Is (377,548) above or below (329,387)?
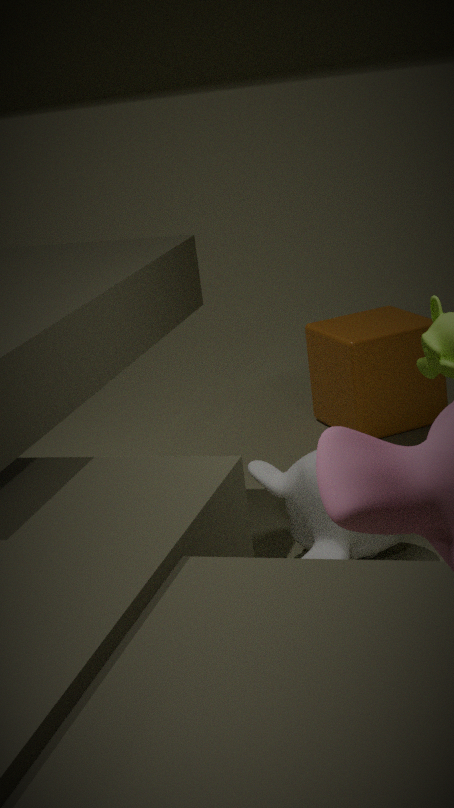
below
